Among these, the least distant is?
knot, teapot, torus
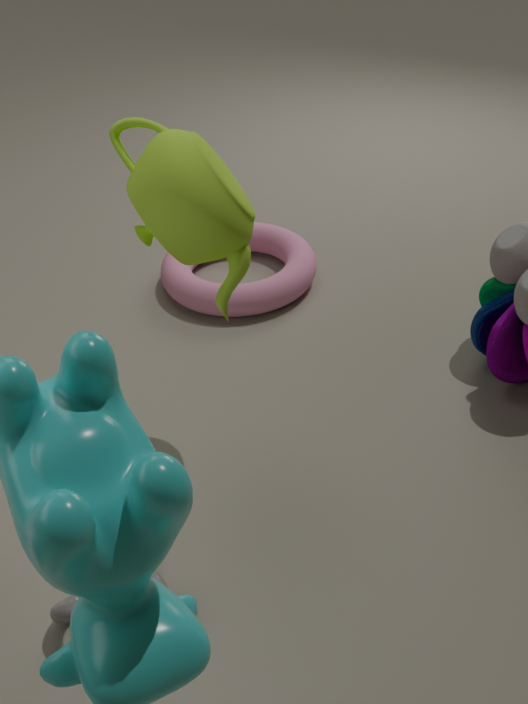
knot
